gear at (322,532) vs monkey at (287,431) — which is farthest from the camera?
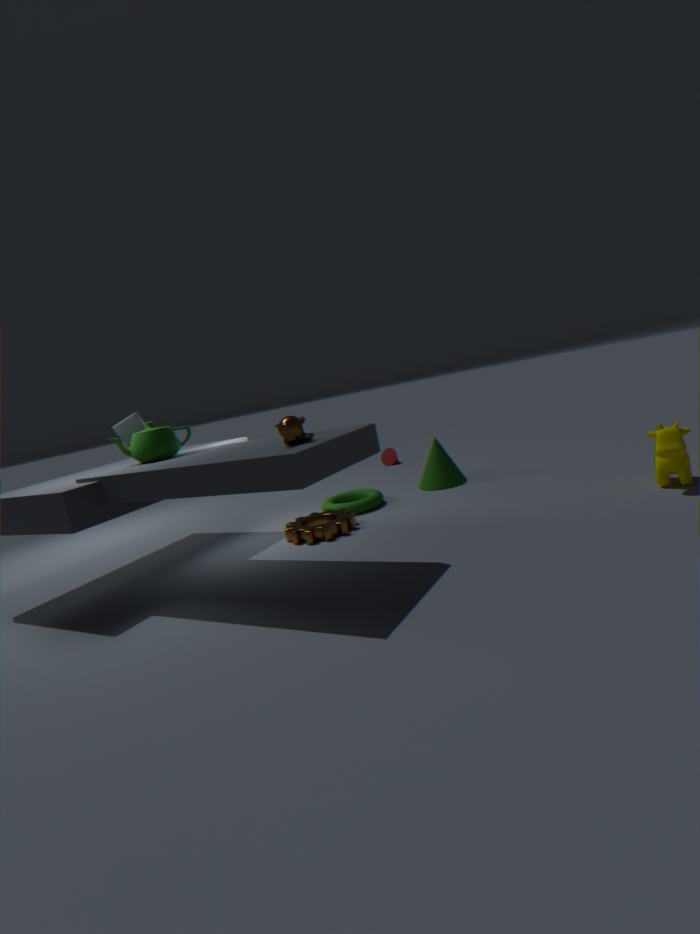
gear at (322,532)
